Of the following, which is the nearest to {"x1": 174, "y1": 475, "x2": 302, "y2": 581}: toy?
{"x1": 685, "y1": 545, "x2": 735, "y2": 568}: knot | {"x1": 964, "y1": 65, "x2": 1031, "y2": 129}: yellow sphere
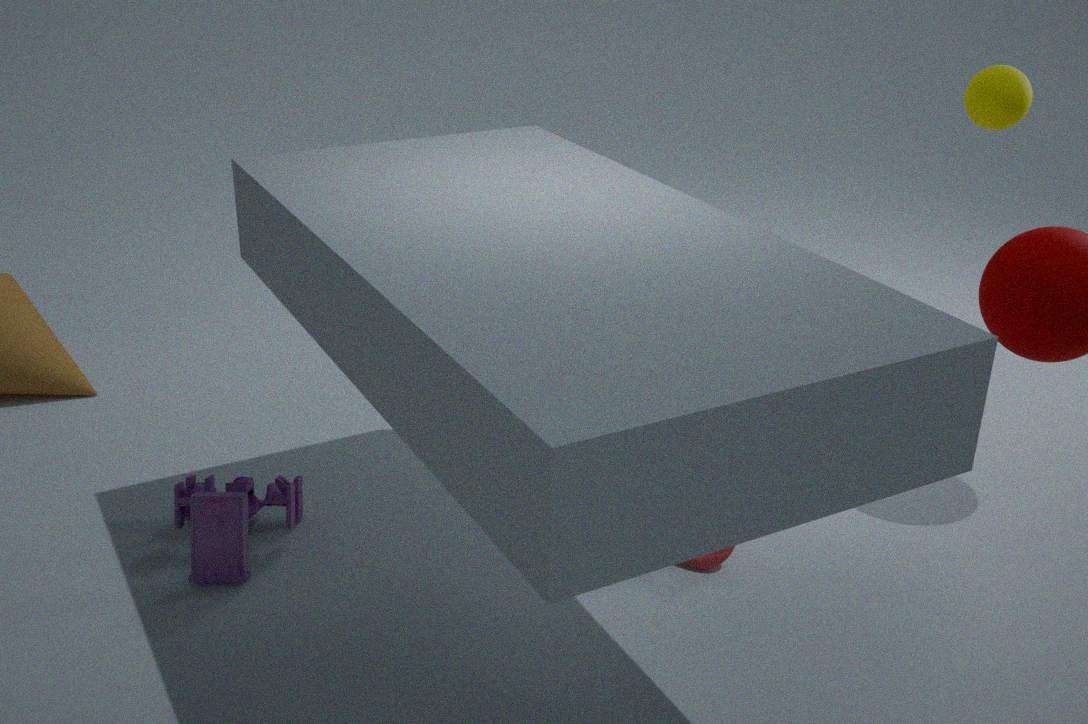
{"x1": 685, "y1": 545, "x2": 735, "y2": 568}: knot
